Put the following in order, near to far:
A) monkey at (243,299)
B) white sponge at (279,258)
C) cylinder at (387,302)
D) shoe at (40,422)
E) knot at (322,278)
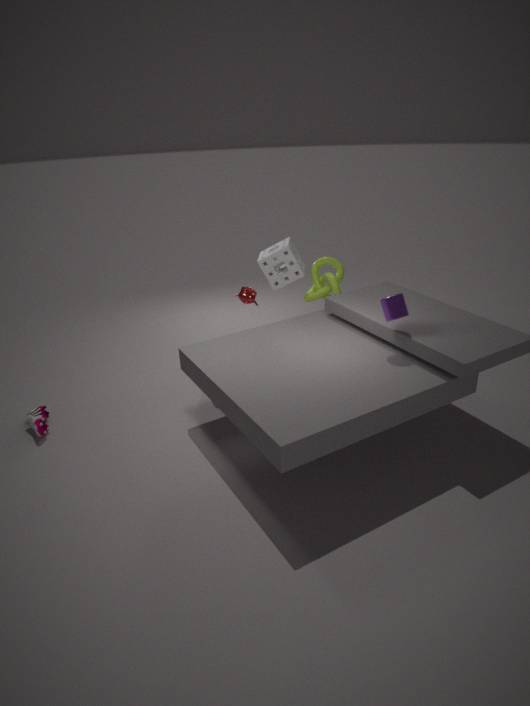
1. cylinder at (387,302)
2. shoe at (40,422)
3. monkey at (243,299)
4. knot at (322,278)
5. white sponge at (279,258)
